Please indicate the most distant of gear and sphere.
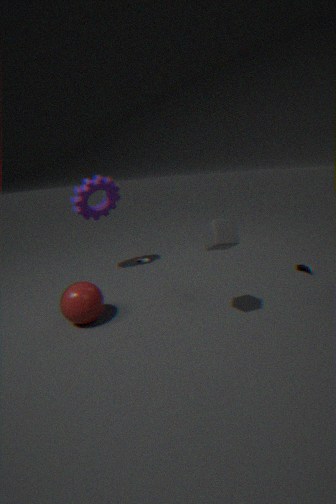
gear
